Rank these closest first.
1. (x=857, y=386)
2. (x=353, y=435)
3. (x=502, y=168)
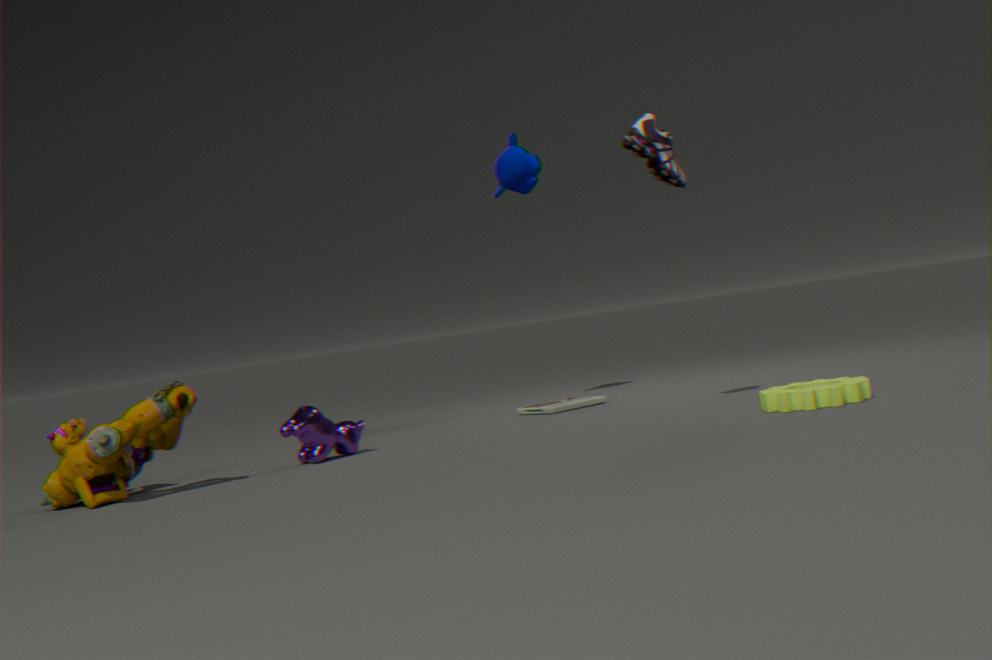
(x=857, y=386)
(x=353, y=435)
(x=502, y=168)
